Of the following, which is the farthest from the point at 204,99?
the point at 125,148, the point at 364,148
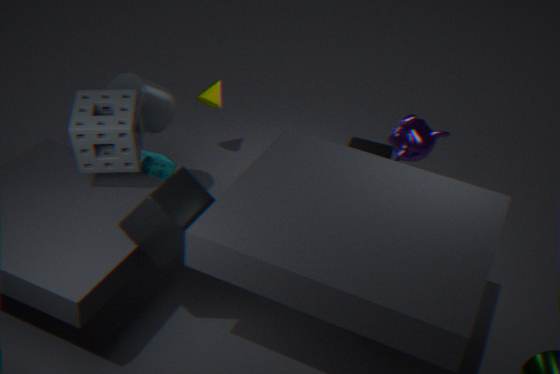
the point at 125,148
